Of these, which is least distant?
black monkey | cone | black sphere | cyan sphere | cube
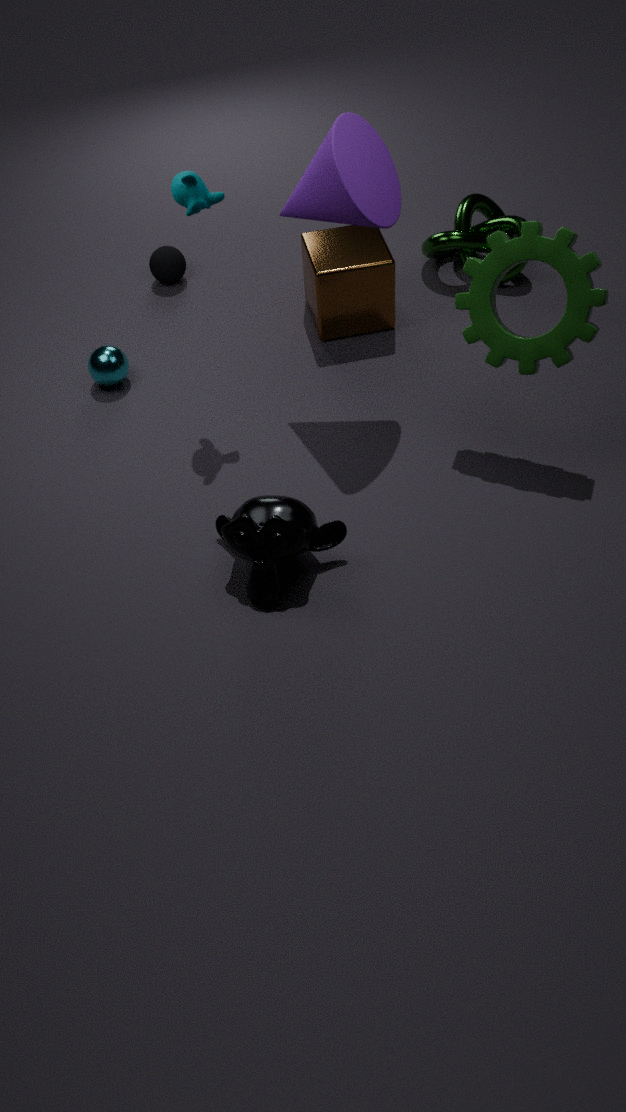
black monkey
